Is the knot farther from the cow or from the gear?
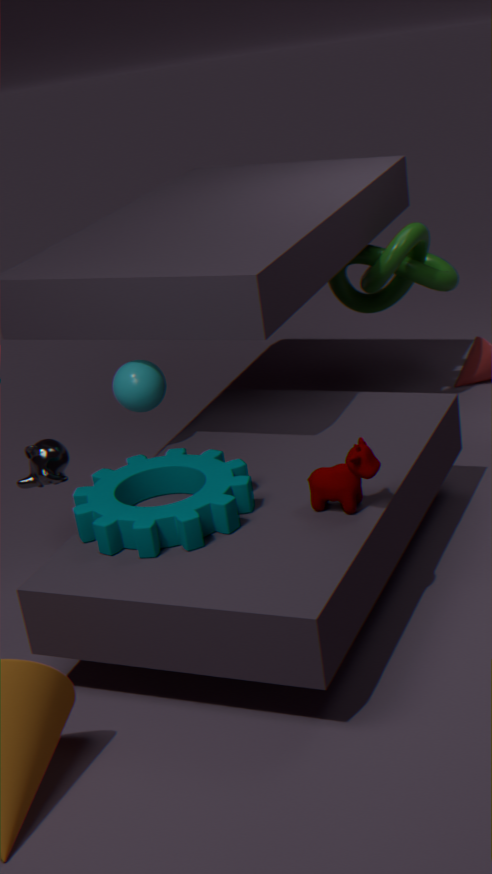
the cow
